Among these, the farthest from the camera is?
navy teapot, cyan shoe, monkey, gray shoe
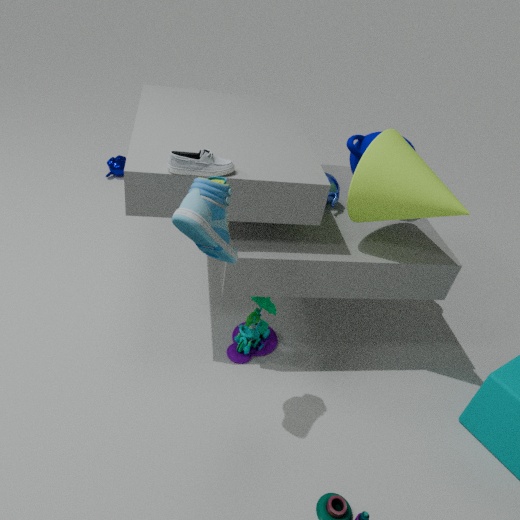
monkey
